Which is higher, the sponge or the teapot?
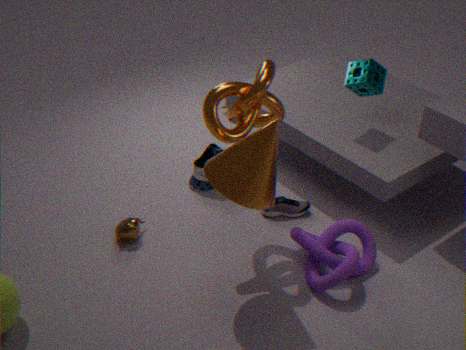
the sponge
